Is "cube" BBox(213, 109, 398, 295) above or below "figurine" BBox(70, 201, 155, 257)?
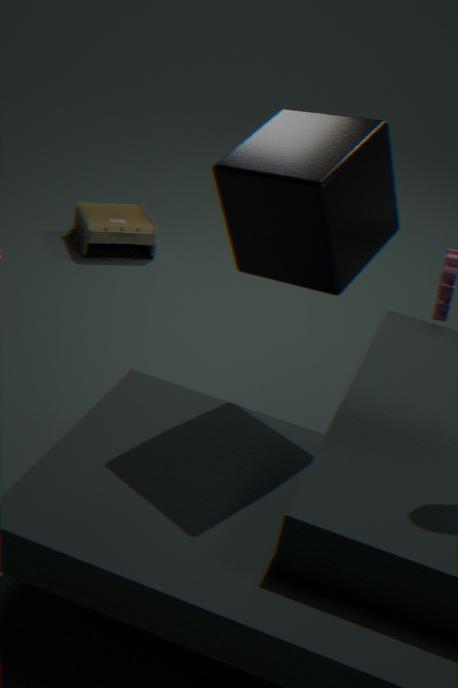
above
